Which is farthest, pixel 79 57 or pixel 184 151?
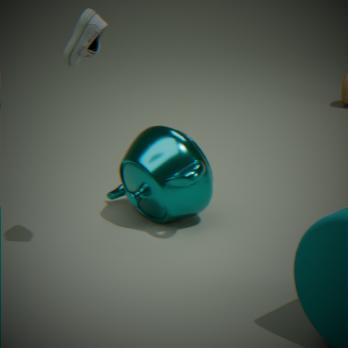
pixel 184 151
